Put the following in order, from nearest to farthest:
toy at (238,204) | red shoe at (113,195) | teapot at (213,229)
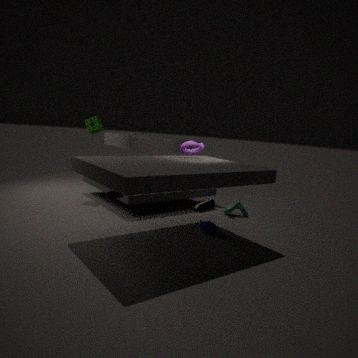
red shoe at (113,195)
teapot at (213,229)
toy at (238,204)
